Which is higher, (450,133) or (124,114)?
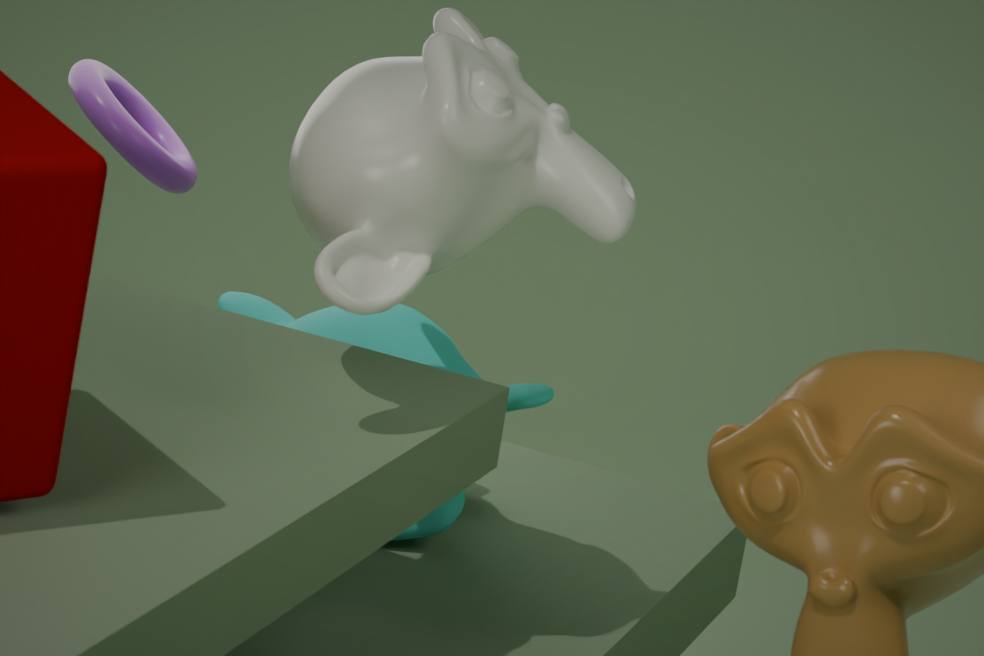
(450,133)
